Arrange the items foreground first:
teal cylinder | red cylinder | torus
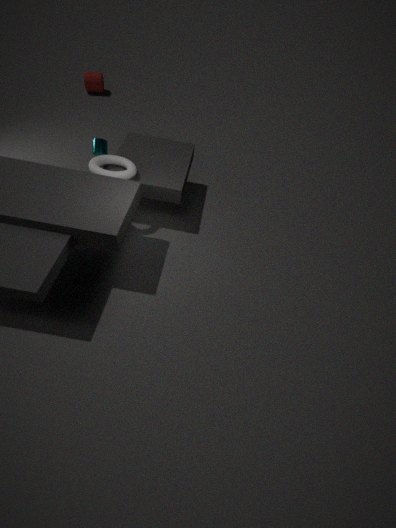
torus, teal cylinder, red cylinder
